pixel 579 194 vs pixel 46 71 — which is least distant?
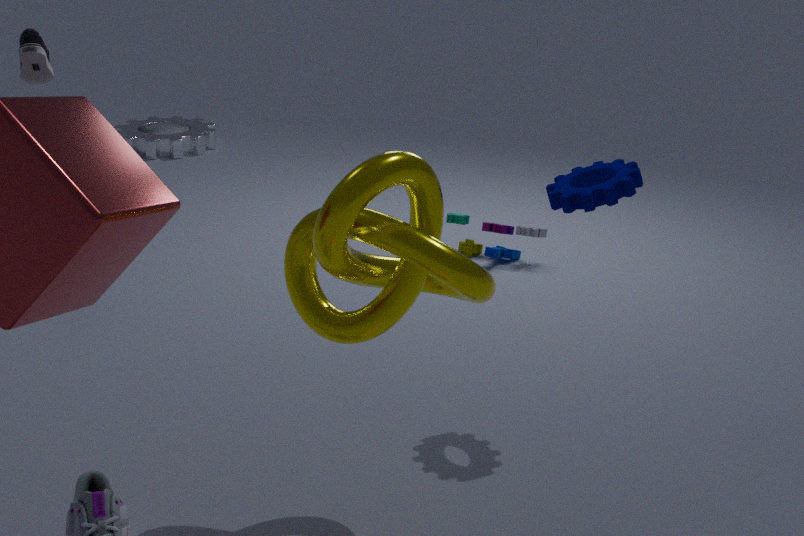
pixel 579 194
